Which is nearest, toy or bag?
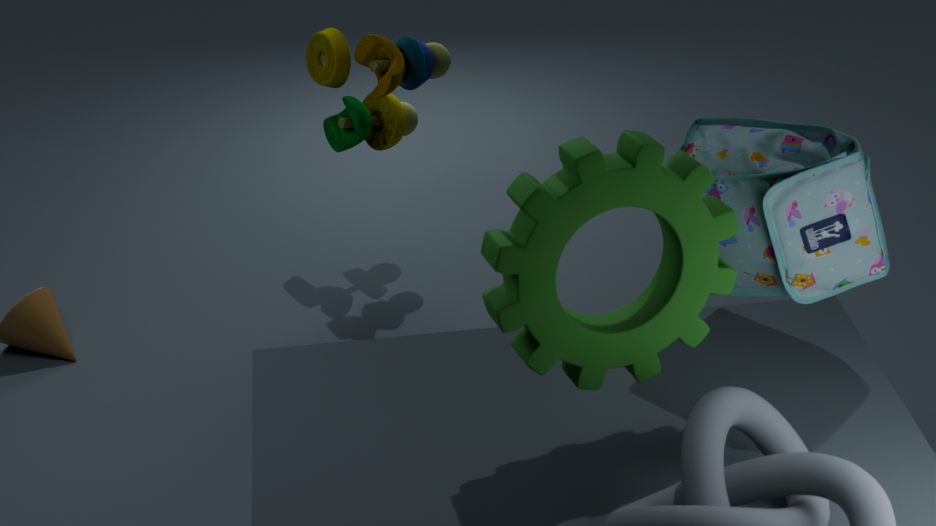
bag
